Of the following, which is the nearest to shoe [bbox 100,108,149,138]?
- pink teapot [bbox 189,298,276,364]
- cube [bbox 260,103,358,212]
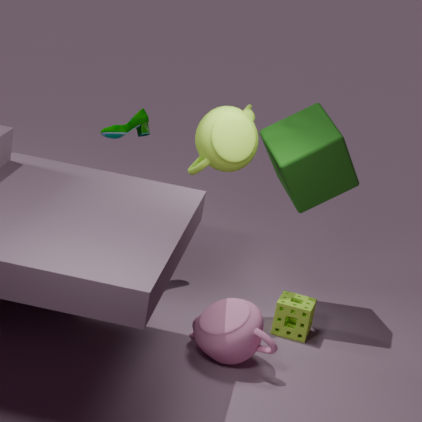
cube [bbox 260,103,358,212]
